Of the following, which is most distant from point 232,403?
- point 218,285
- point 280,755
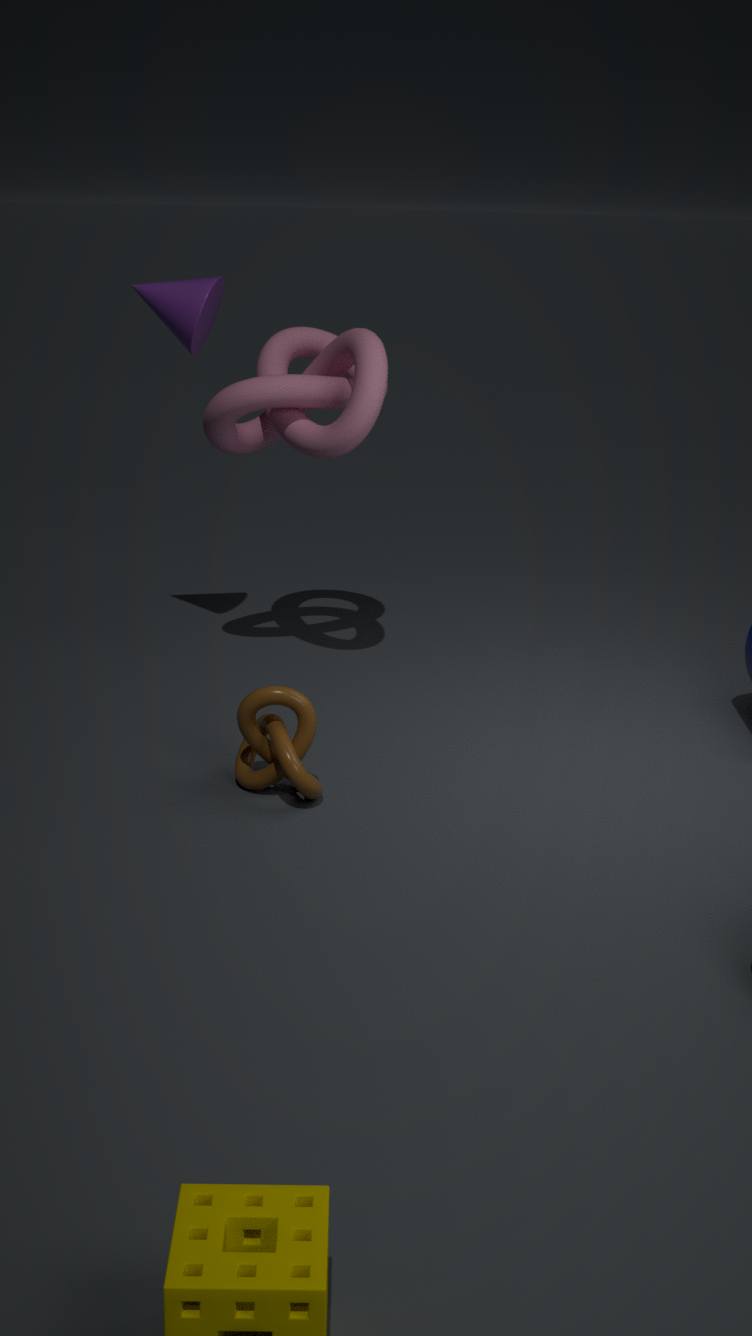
point 280,755
